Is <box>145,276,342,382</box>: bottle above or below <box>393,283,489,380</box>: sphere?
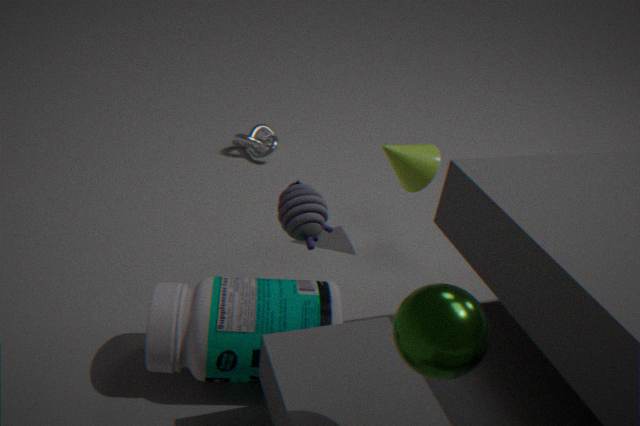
below
